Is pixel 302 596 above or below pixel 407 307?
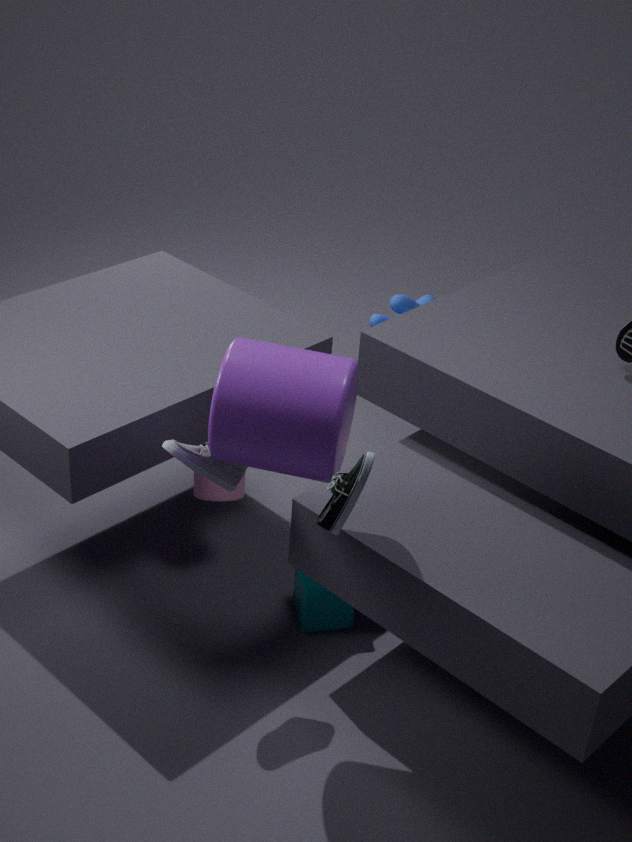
below
